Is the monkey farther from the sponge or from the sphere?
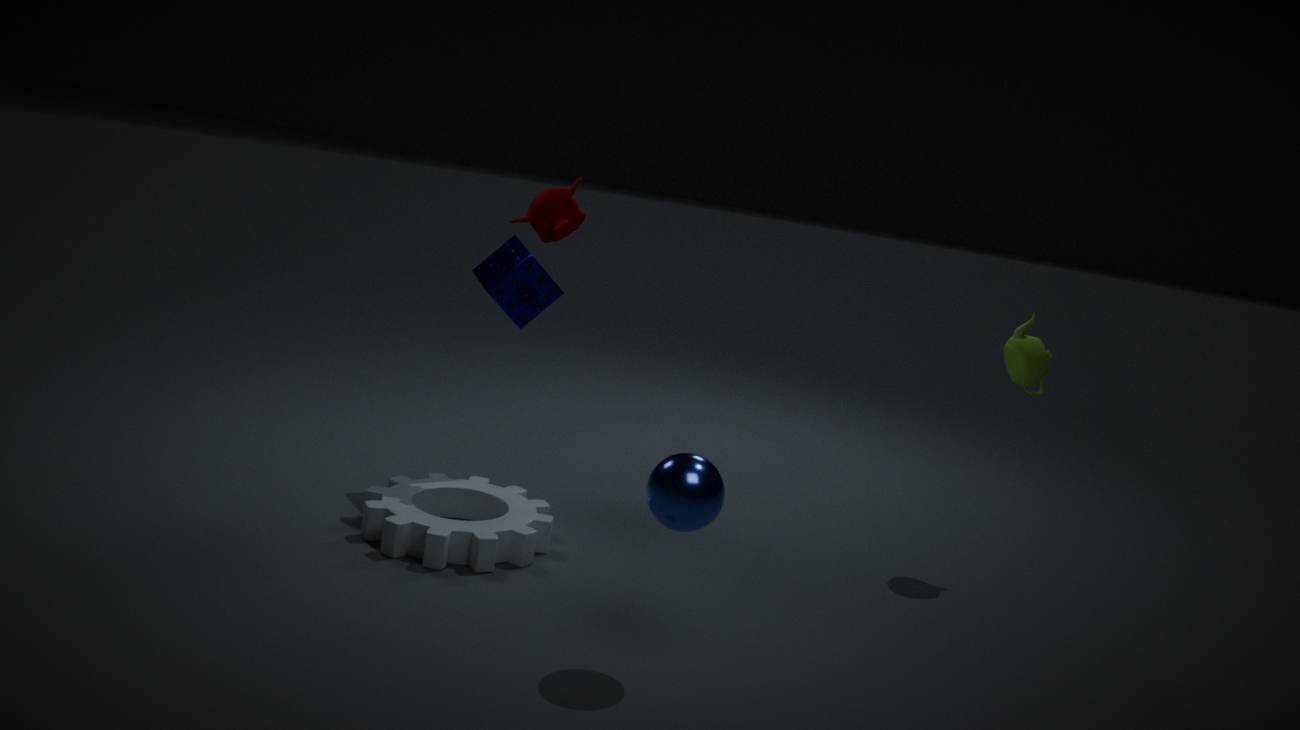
the sphere
